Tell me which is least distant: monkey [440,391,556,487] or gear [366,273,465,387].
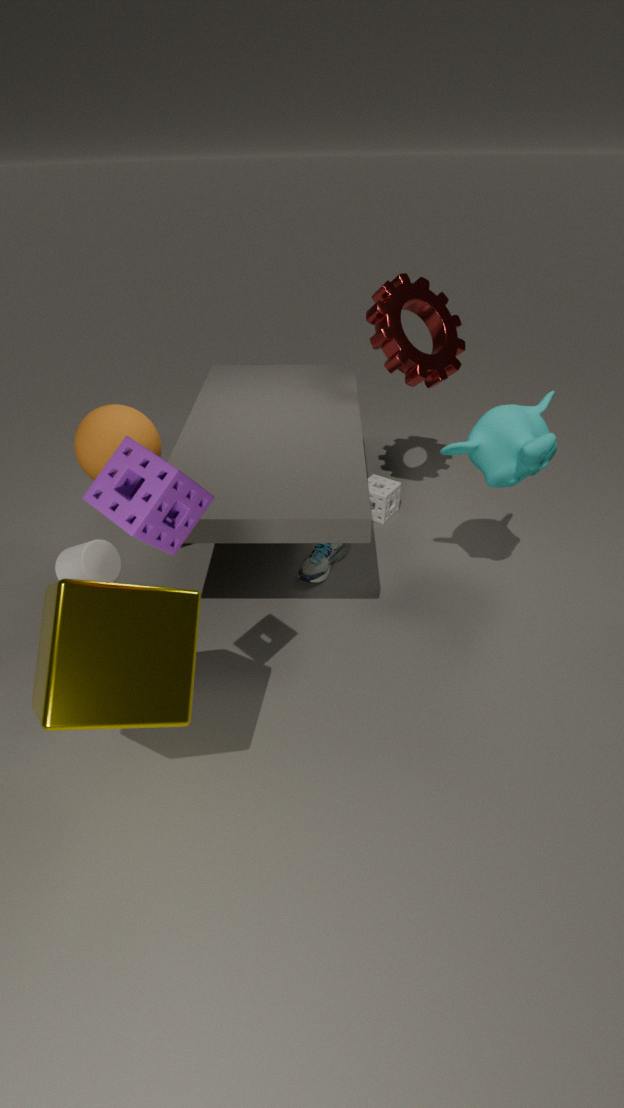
monkey [440,391,556,487]
